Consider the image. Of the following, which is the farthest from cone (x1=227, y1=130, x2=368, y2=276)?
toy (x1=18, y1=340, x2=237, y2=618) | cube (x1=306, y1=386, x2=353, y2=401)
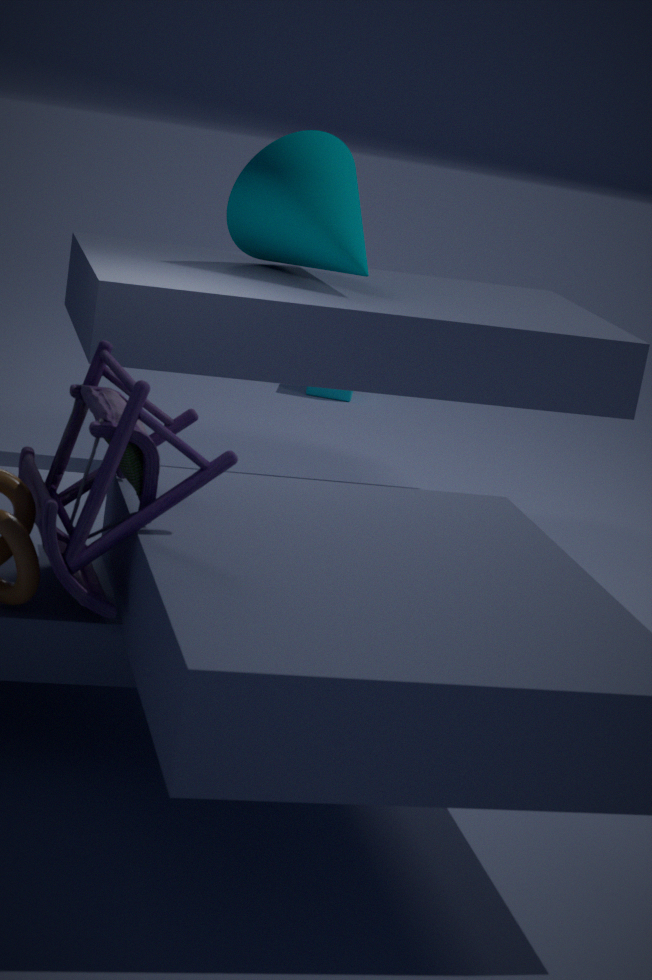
cube (x1=306, y1=386, x2=353, y2=401)
